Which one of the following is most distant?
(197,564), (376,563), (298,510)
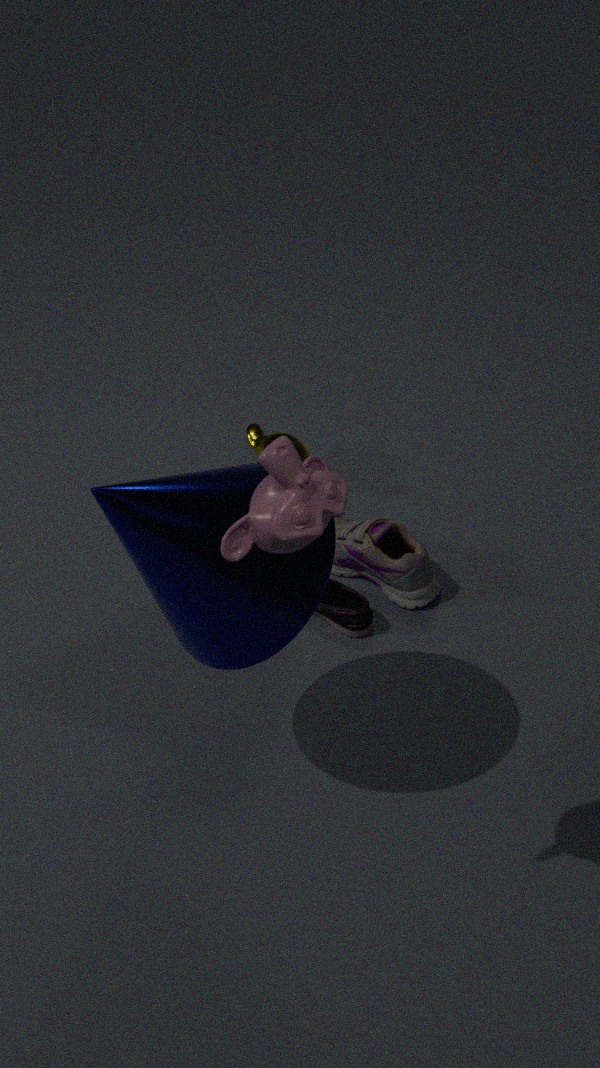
(376,563)
